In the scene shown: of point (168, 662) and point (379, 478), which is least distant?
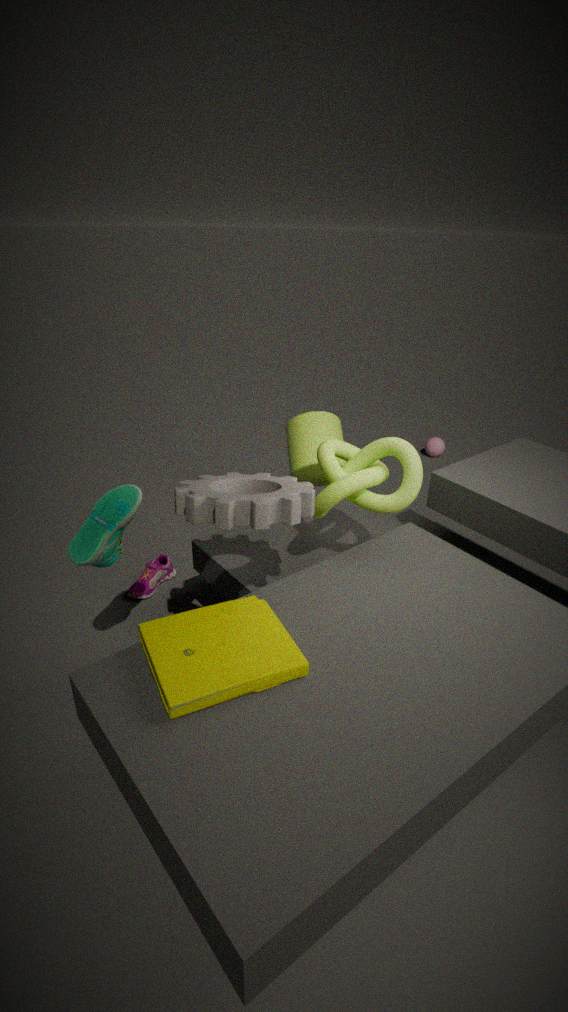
point (168, 662)
